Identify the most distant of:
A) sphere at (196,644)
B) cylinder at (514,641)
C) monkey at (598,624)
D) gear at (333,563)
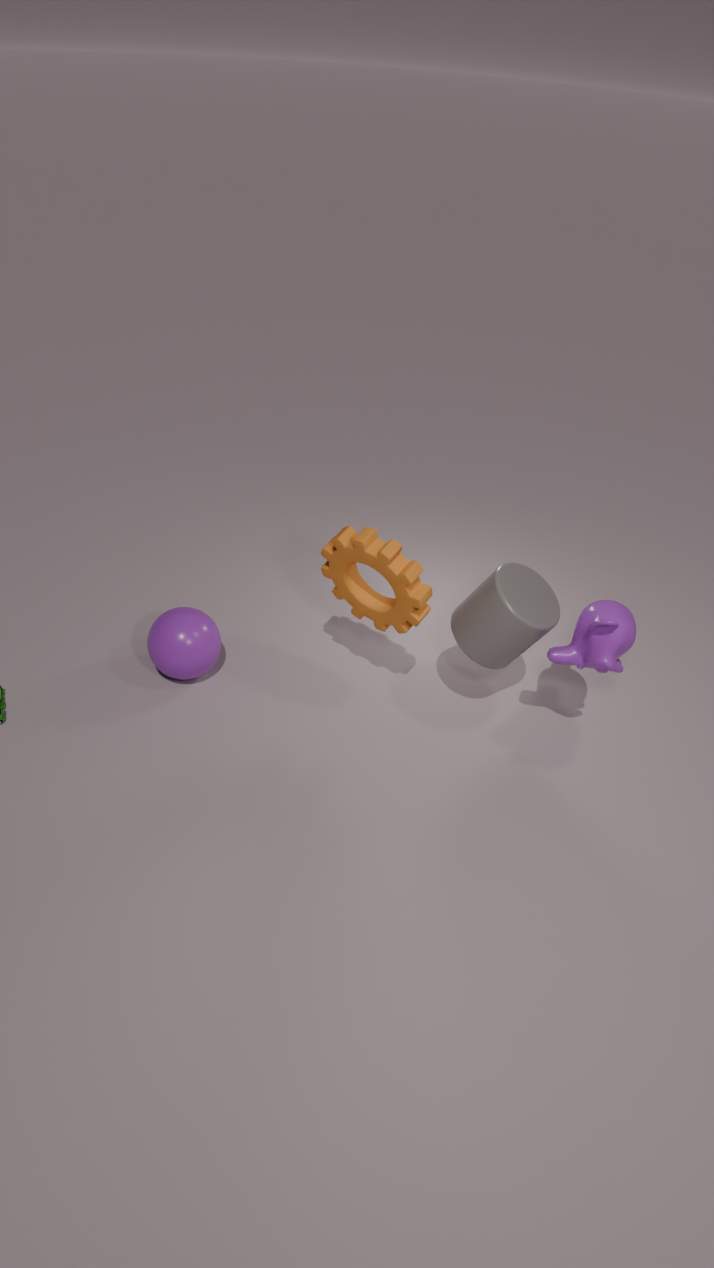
sphere at (196,644)
